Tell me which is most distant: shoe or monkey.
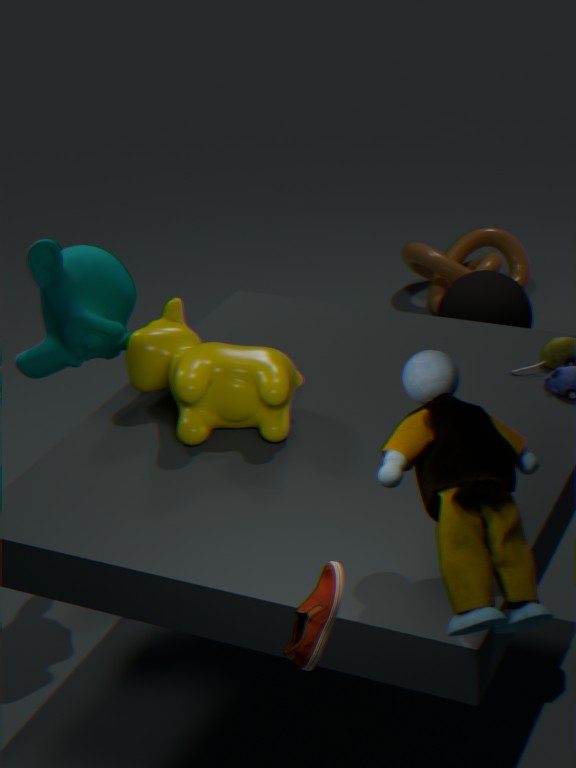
monkey
